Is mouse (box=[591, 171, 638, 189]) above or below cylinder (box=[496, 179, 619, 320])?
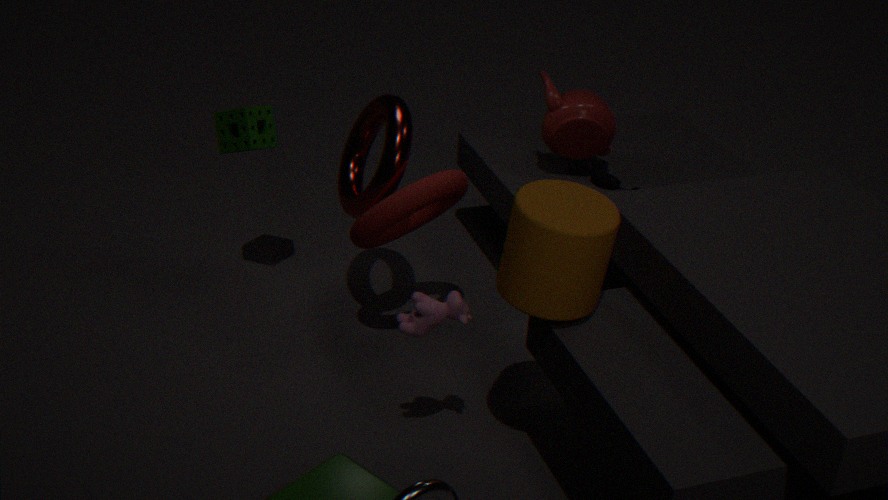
below
